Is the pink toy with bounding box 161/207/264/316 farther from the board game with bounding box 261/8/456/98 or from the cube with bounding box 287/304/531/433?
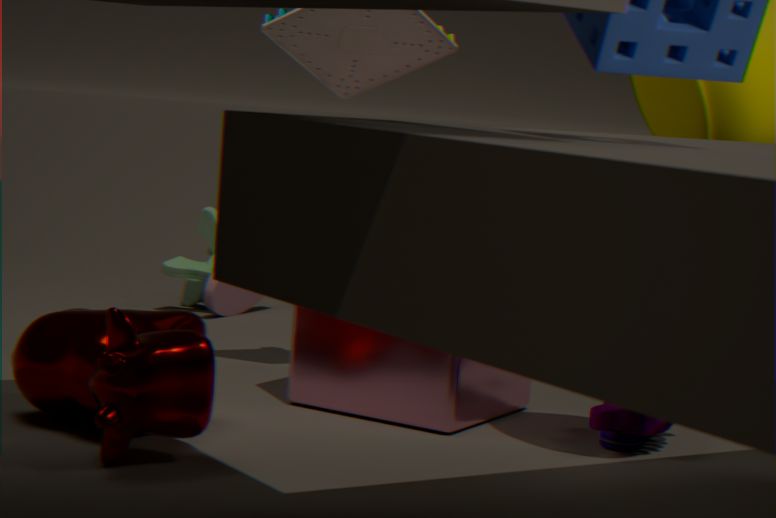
the board game with bounding box 261/8/456/98
